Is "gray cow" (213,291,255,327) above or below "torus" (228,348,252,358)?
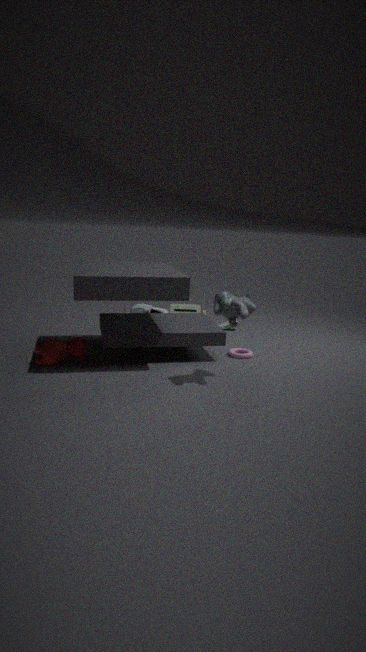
above
